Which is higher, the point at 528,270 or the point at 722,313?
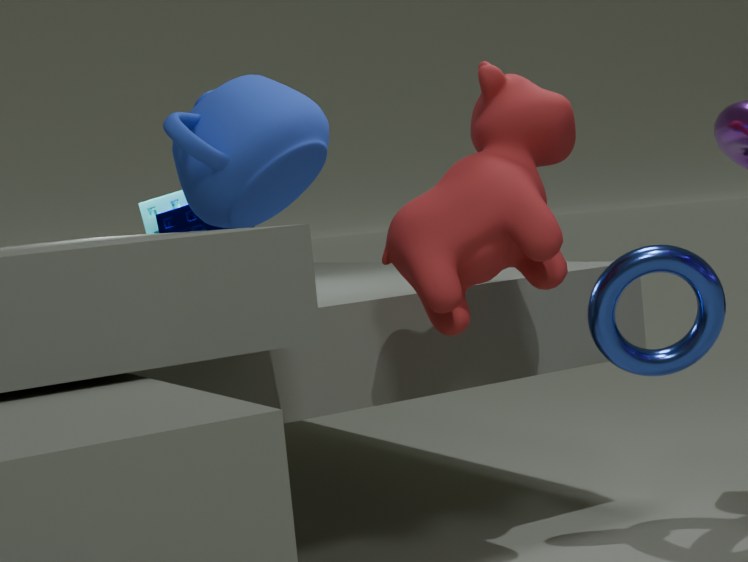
the point at 528,270
